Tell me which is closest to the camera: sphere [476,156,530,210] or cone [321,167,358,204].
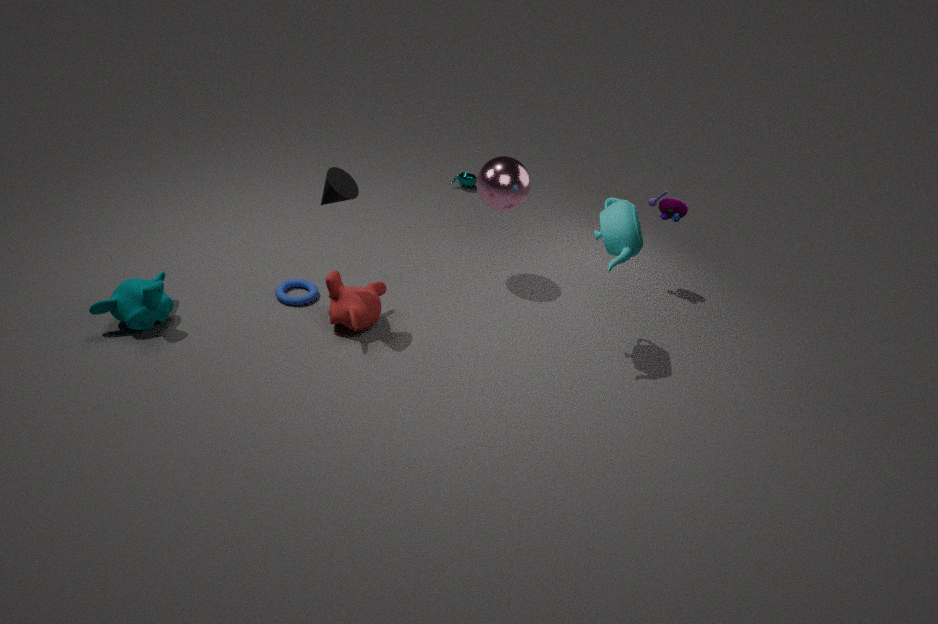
cone [321,167,358,204]
